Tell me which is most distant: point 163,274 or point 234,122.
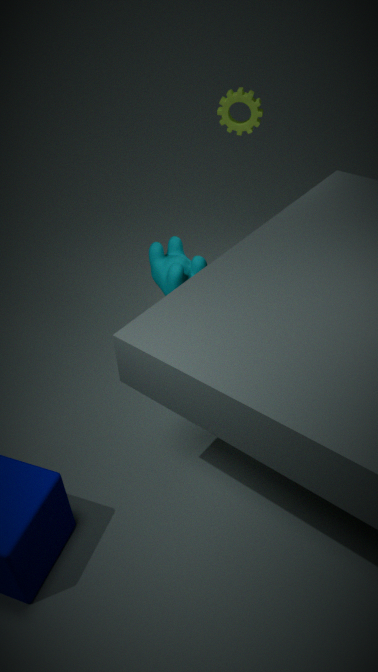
point 234,122
